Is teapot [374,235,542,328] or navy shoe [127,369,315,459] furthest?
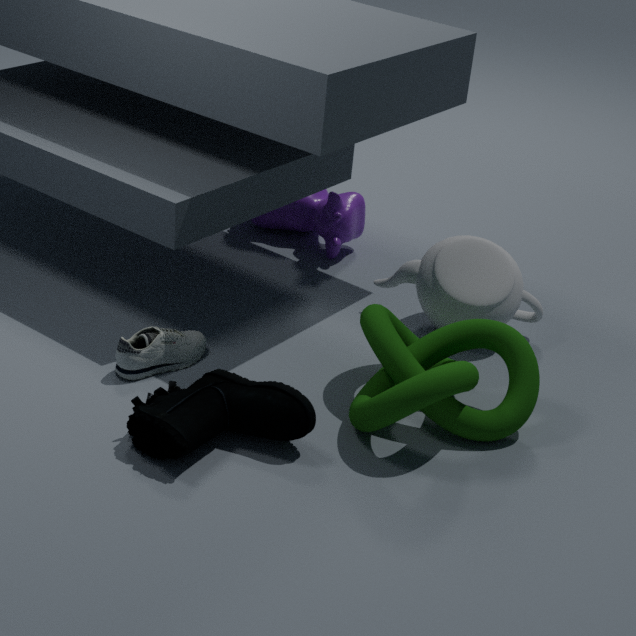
teapot [374,235,542,328]
